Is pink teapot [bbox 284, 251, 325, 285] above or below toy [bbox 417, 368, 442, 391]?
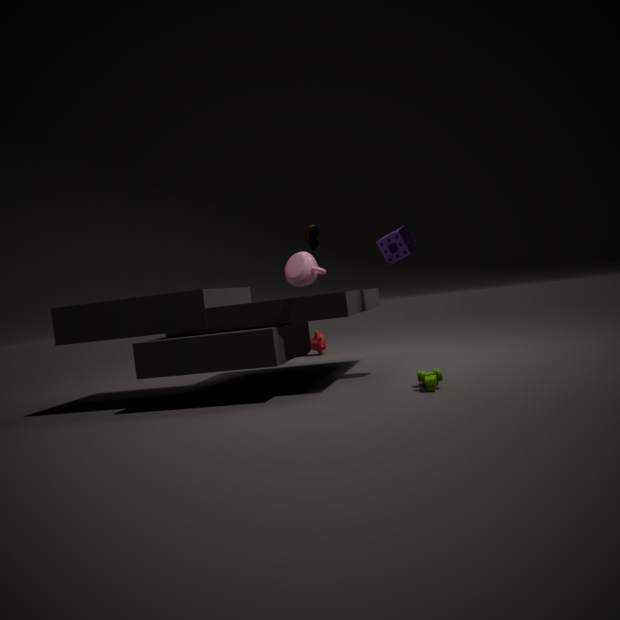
above
